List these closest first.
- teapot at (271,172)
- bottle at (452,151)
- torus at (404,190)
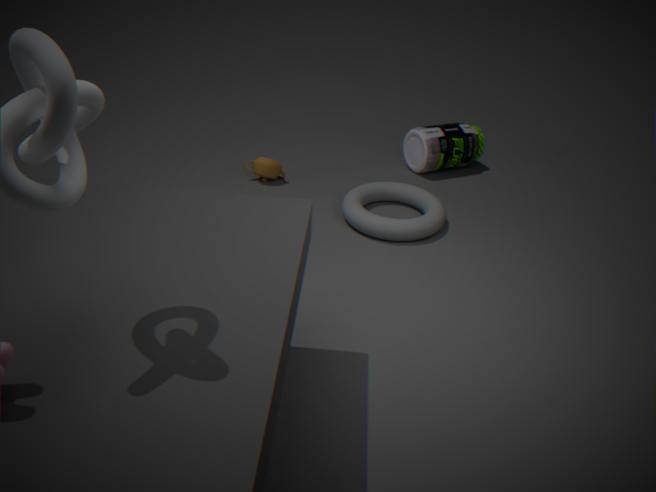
torus at (404,190)
teapot at (271,172)
bottle at (452,151)
